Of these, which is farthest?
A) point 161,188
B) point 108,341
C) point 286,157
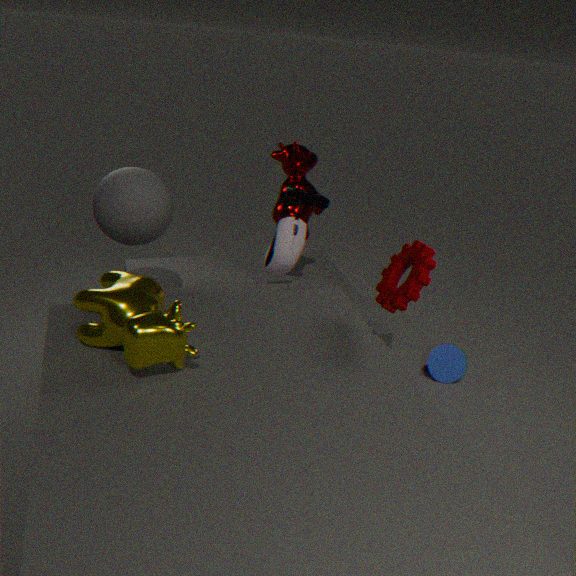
point 286,157
